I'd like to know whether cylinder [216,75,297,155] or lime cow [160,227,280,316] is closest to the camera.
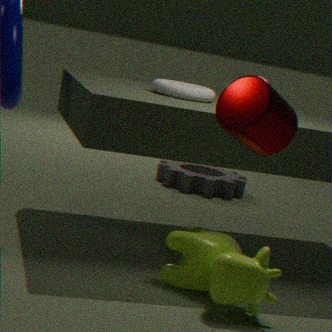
cylinder [216,75,297,155]
